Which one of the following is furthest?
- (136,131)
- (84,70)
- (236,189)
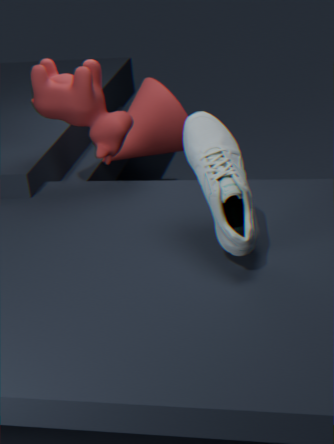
(136,131)
